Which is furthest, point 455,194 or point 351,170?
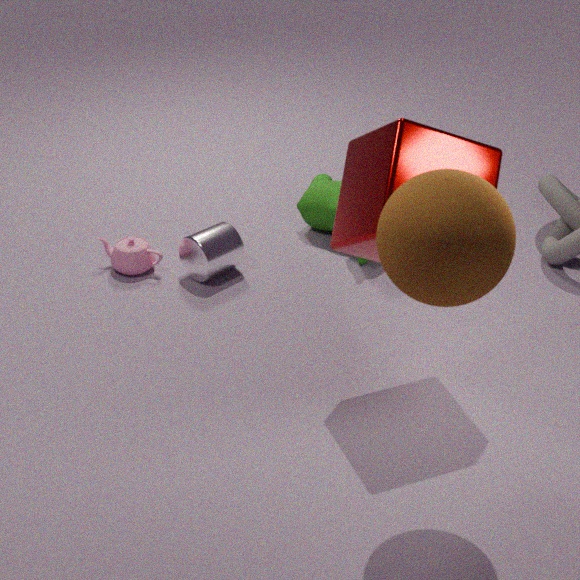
point 351,170
